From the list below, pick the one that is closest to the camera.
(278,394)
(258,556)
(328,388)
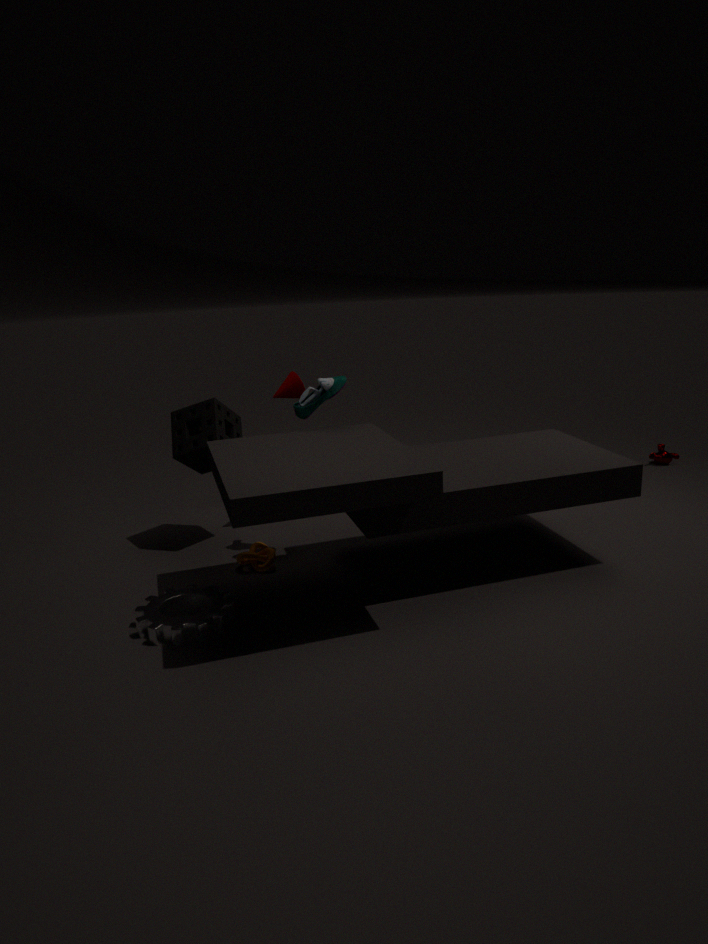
(328,388)
